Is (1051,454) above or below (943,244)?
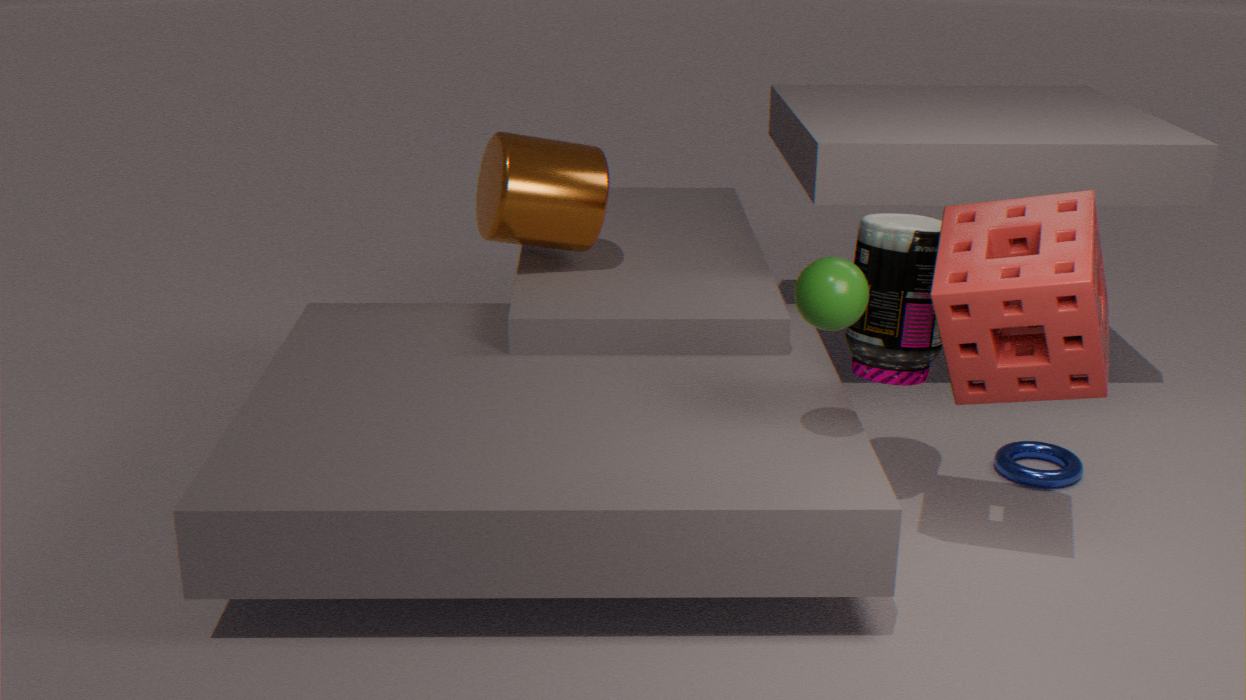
below
